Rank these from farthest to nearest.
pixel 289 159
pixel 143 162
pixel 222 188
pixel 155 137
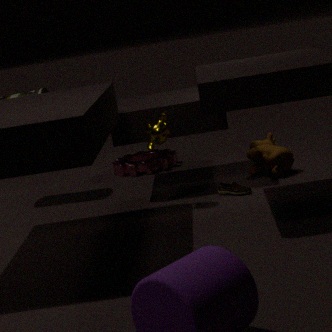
pixel 143 162 < pixel 289 159 < pixel 222 188 < pixel 155 137
